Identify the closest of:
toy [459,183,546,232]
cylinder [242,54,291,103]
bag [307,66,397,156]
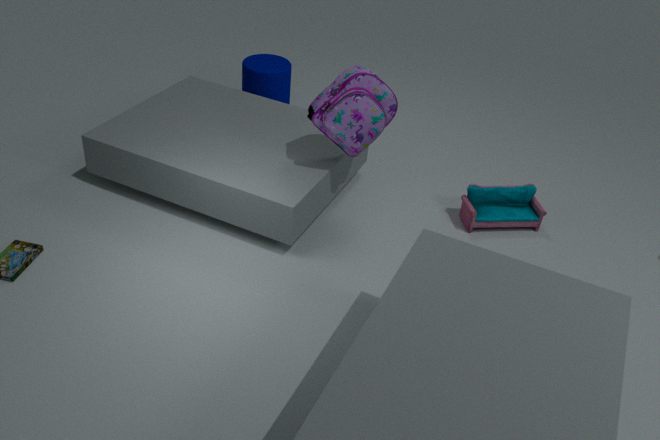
bag [307,66,397,156]
